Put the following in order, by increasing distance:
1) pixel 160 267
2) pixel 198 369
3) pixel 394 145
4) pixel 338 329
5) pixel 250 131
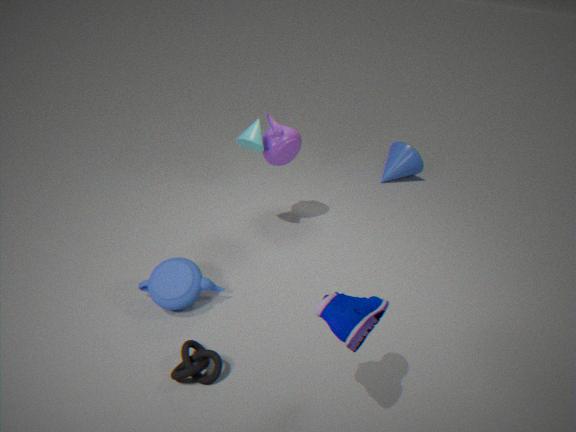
4. pixel 338 329
2. pixel 198 369
1. pixel 160 267
5. pixel 250 131
3. pixel 394 145
